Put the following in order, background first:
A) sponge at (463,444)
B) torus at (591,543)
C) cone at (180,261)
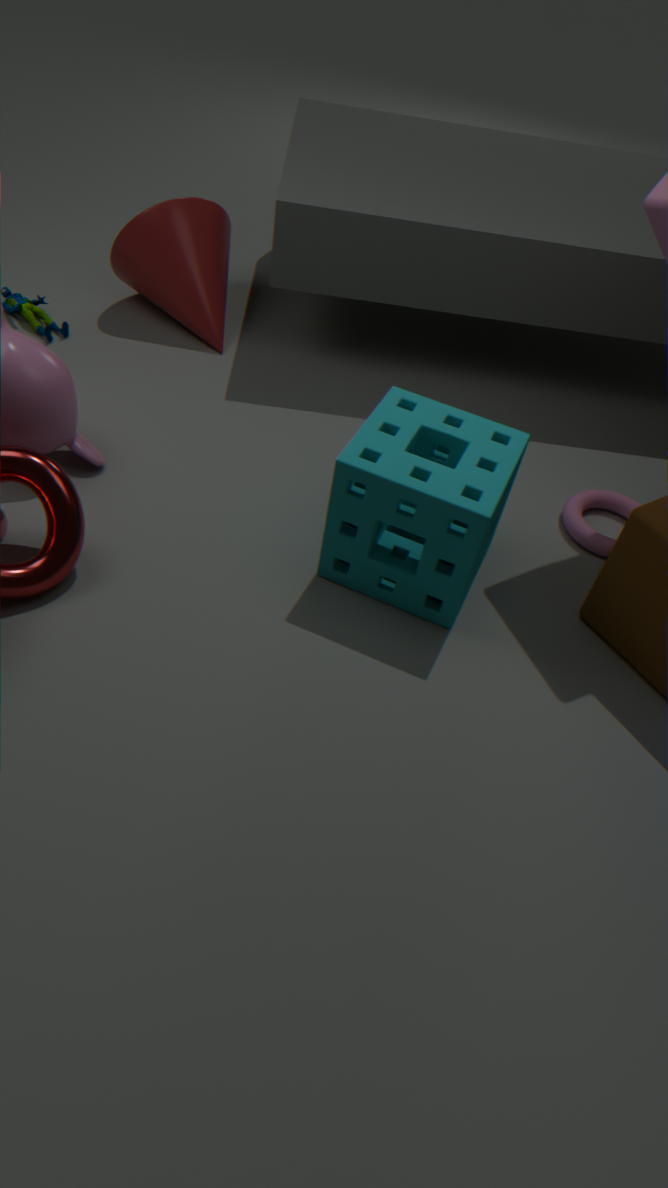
cone at (180,261), torus at (591,543), sponge at (463,444)
